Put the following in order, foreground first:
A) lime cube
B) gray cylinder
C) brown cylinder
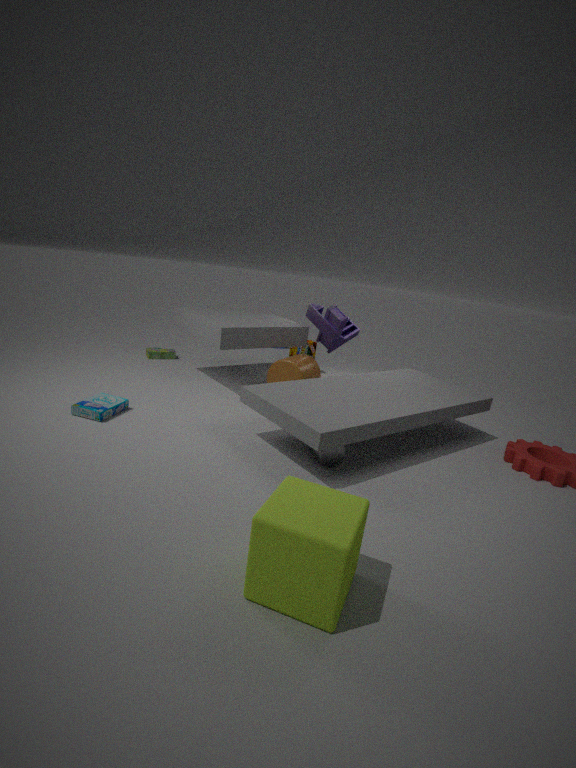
lime cube → gray cylinder → brown cylinder
